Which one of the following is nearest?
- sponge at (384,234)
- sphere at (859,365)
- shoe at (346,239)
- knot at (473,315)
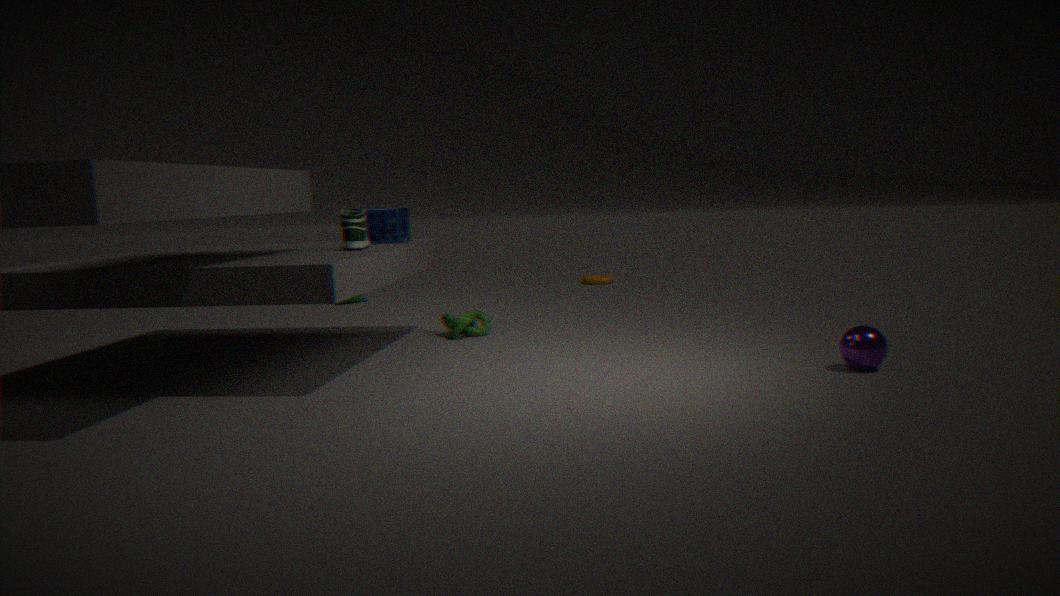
sphere at (859,365)
